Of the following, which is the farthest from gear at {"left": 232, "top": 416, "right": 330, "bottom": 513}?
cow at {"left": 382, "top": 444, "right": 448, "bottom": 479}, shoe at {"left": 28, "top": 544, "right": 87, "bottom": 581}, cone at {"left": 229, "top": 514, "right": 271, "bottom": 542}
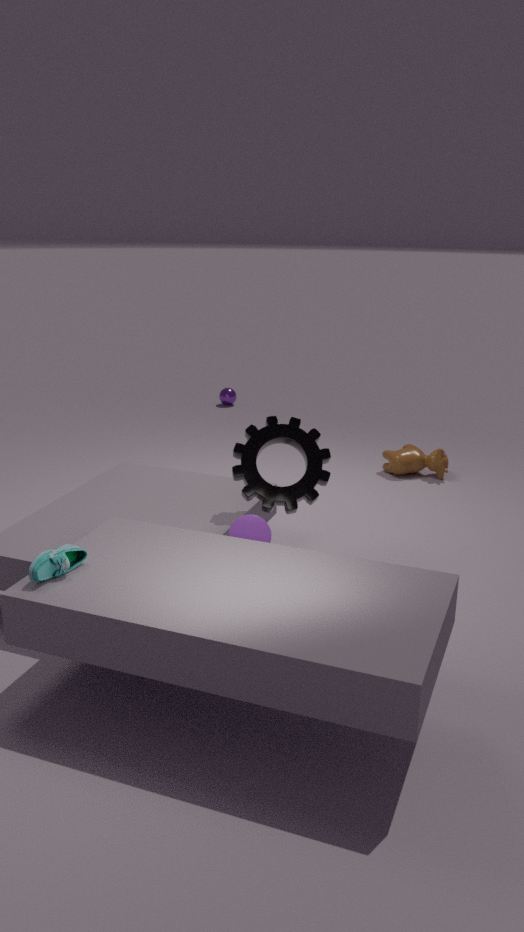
cow at {"left": 382, "top": 444, "right": 448, "bottom": 479}
